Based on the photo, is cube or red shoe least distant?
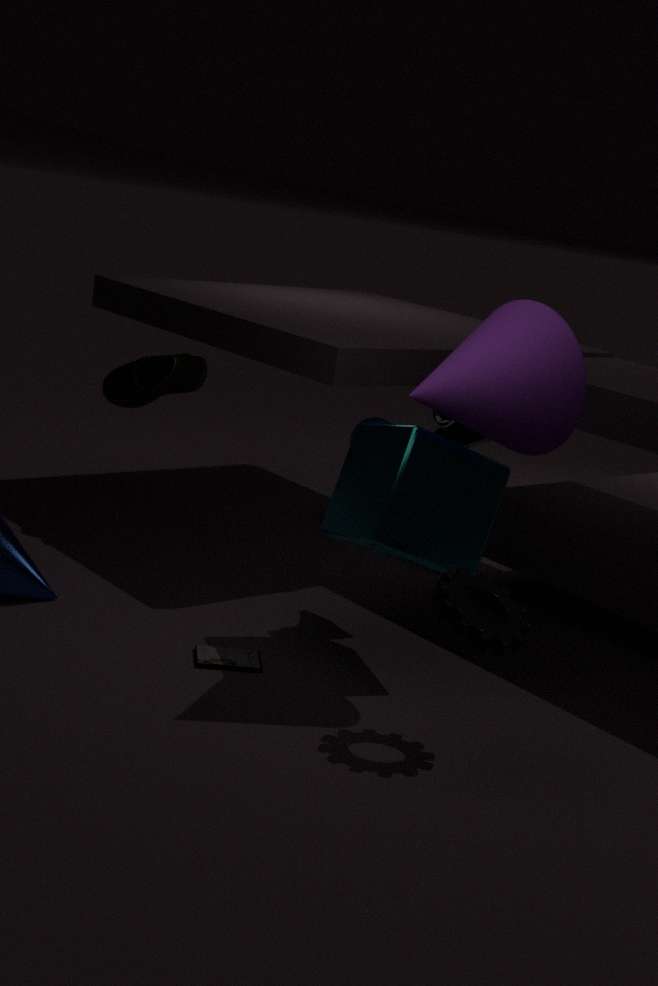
cube
